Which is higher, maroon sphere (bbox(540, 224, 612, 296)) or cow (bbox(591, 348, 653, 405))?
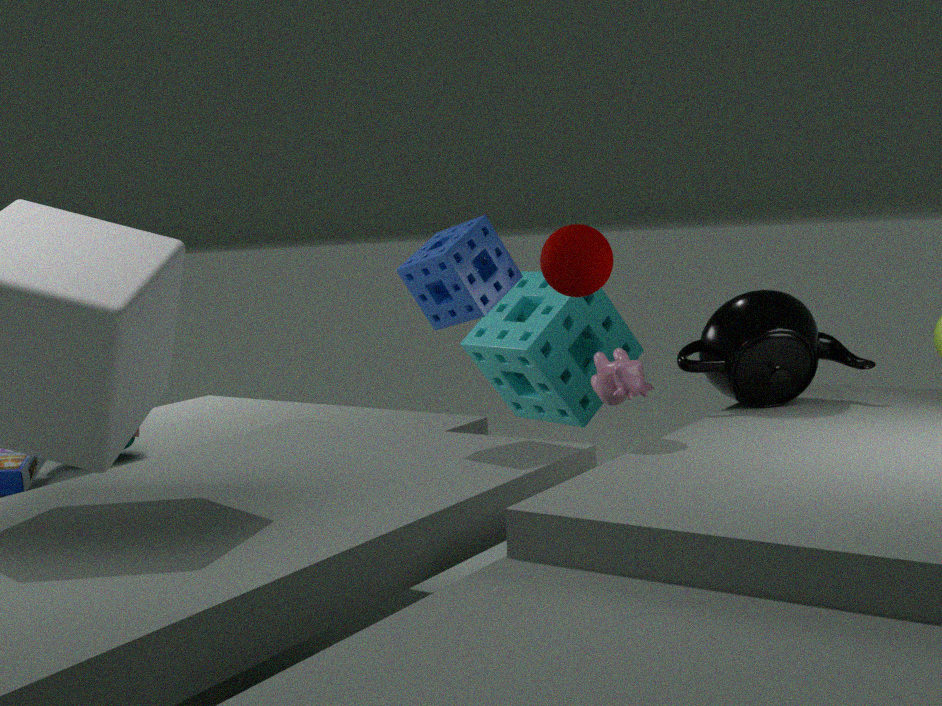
maroon sphere (bbox(540, 224, 612, 296))
